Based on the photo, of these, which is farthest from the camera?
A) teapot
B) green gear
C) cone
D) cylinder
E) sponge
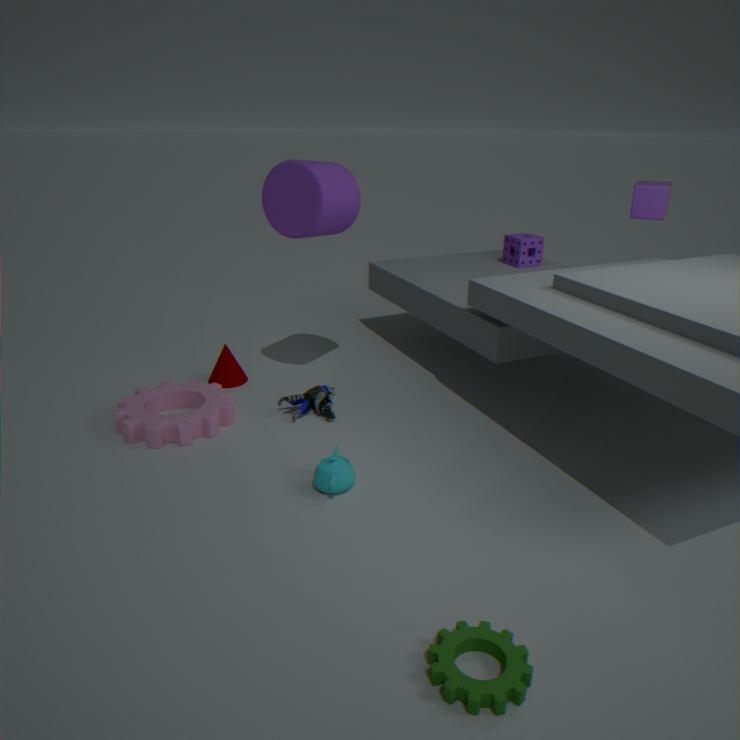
sponge
